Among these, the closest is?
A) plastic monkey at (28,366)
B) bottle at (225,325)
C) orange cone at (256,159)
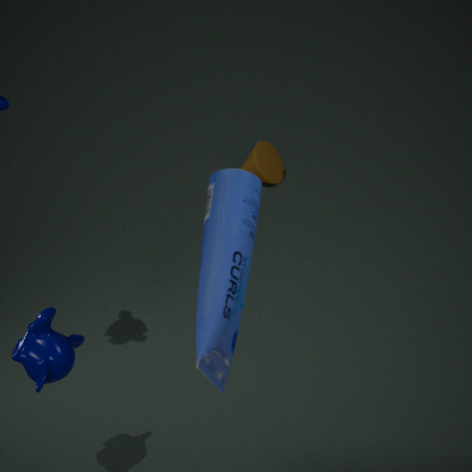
bottle at (225,325)
